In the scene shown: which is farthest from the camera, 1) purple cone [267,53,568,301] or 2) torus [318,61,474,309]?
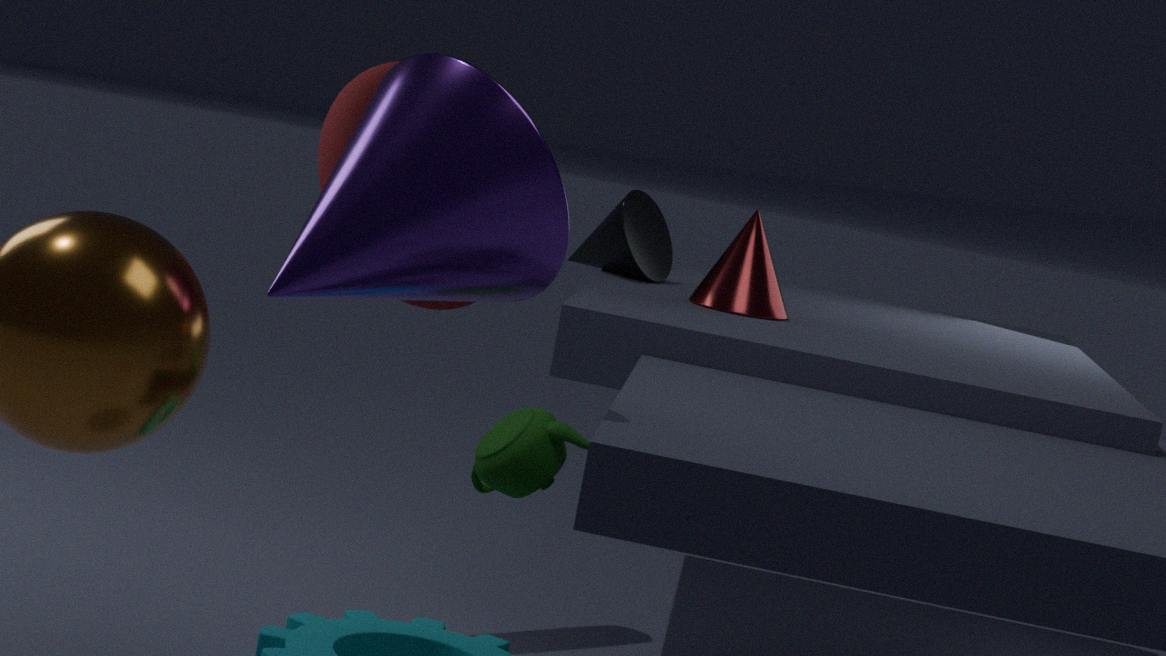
2. torus [318,61,474,309]
